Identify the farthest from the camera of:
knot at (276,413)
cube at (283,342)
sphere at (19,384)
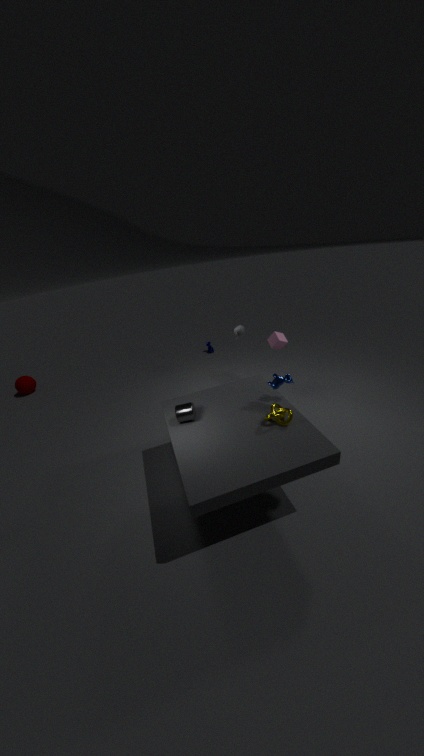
sphere at (19,384)
